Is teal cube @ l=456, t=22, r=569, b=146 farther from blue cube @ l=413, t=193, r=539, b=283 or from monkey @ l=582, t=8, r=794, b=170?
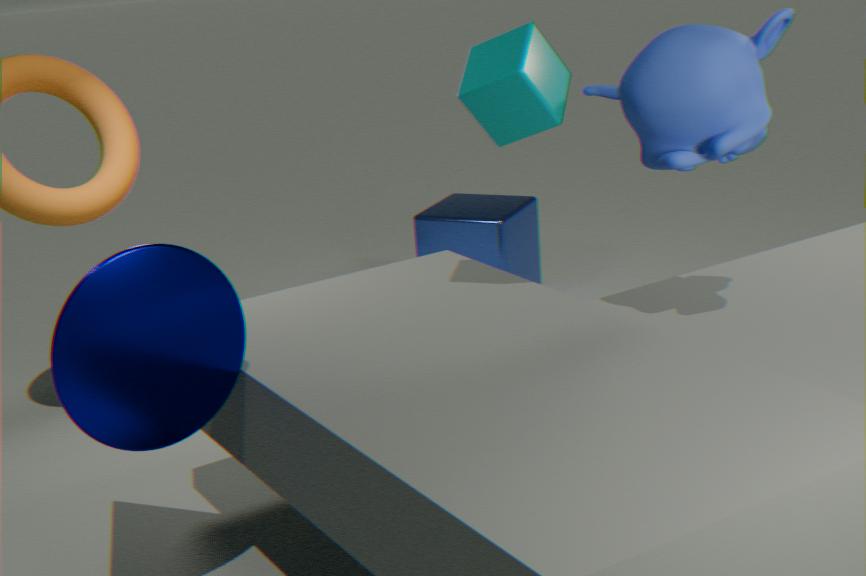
blue cube @ l=413, t=193, r=539, b=283
